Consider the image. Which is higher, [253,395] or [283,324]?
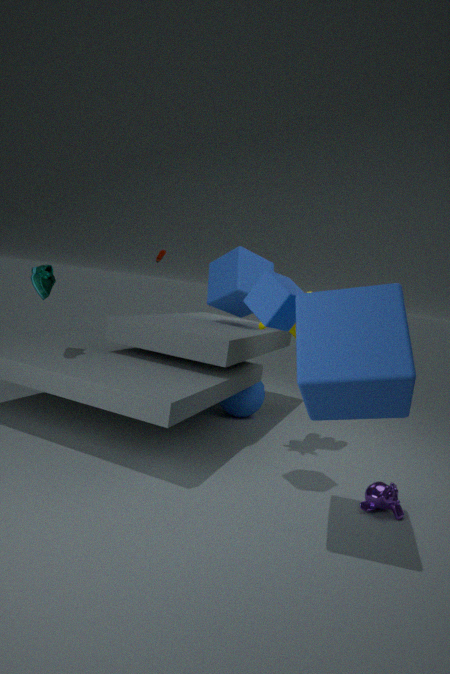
[283,324]
